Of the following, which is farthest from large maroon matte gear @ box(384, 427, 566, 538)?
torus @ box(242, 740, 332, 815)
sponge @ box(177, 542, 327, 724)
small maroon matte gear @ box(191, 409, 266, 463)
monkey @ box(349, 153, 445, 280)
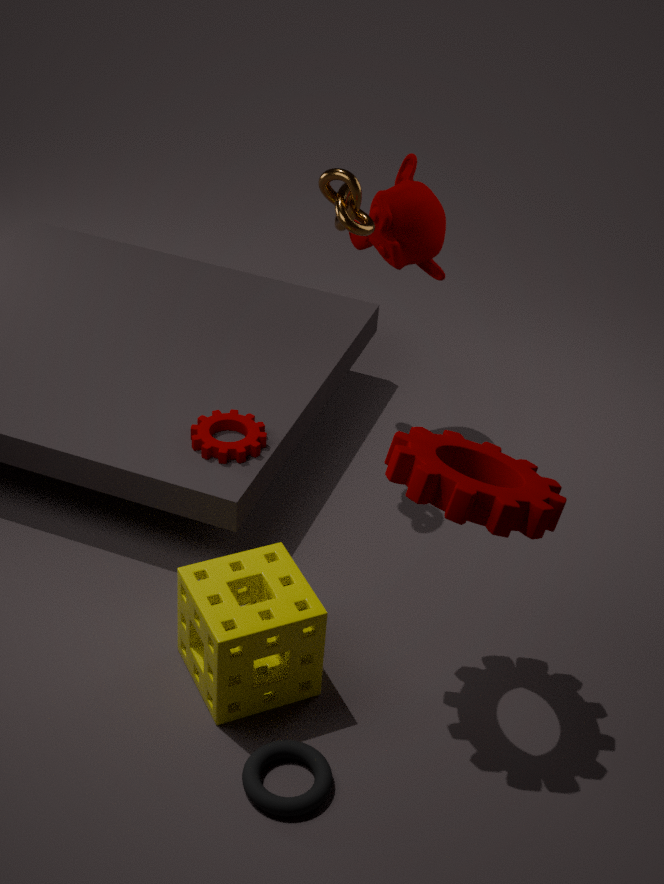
monkey @ box(349, 153, 445, 280)
